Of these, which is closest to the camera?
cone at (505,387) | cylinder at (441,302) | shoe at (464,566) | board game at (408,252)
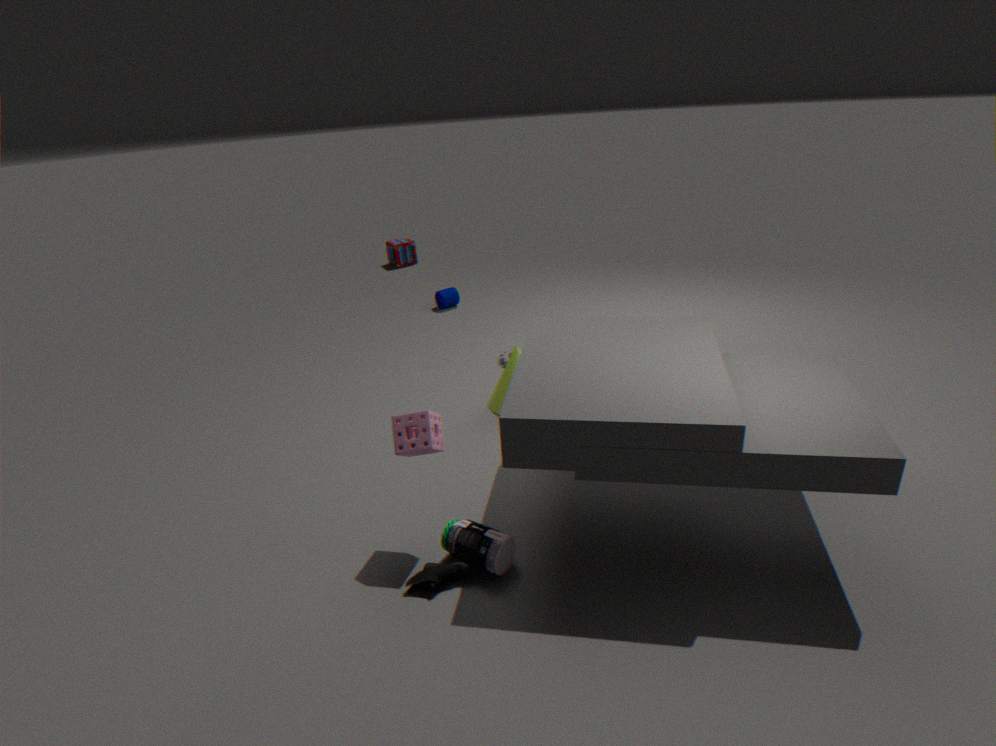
shoe at (464,566)
